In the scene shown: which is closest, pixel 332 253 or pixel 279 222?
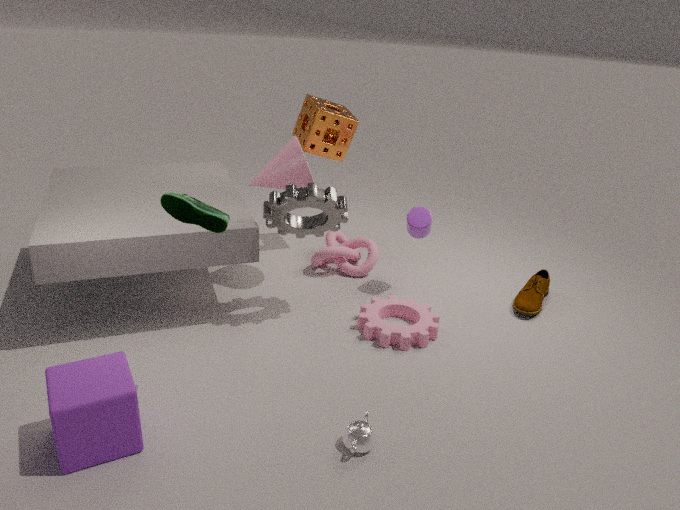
pixel 279 222
